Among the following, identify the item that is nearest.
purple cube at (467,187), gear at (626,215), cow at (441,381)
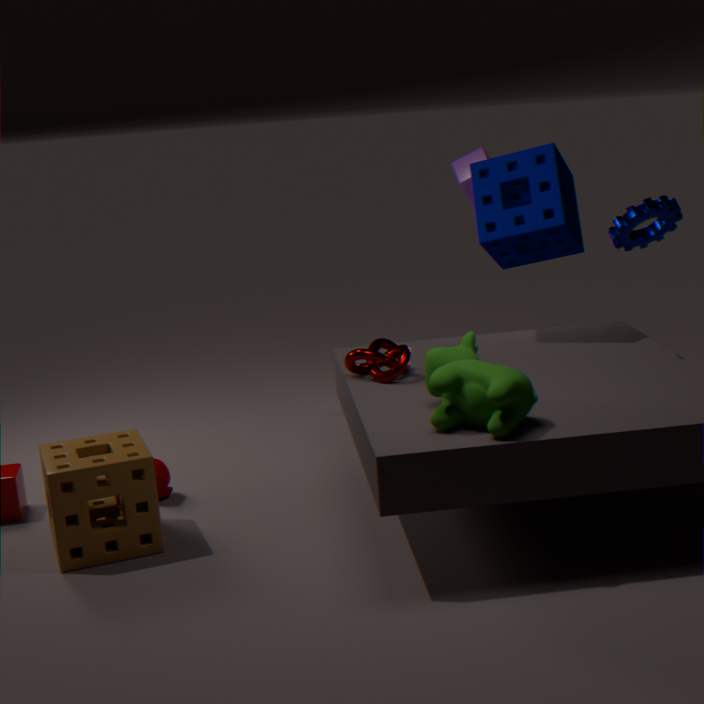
cow at (441,381)
